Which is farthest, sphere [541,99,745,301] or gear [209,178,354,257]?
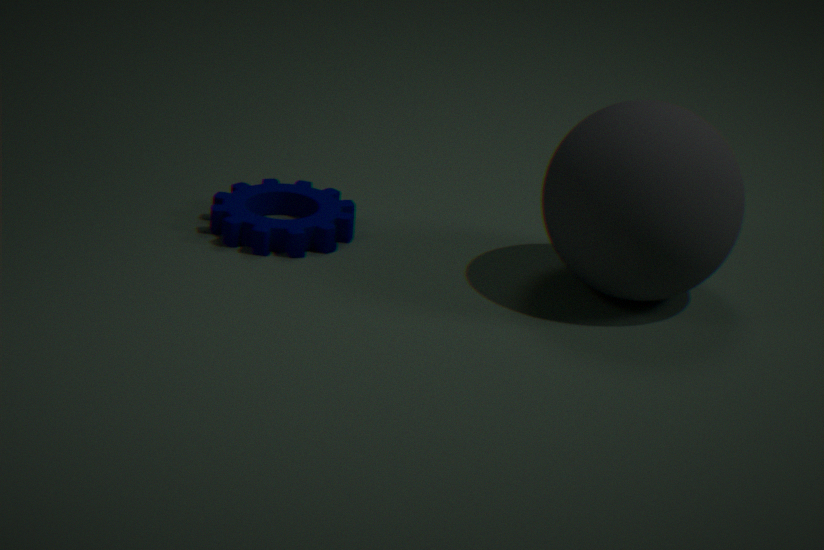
gear [209,178,354,257]
